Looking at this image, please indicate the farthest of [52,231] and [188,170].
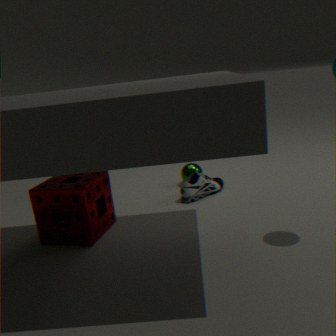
[188,170]
